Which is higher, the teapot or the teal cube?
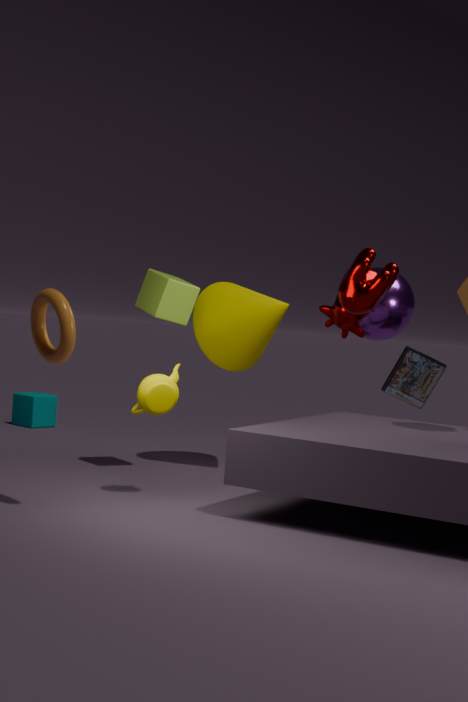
the teapot
